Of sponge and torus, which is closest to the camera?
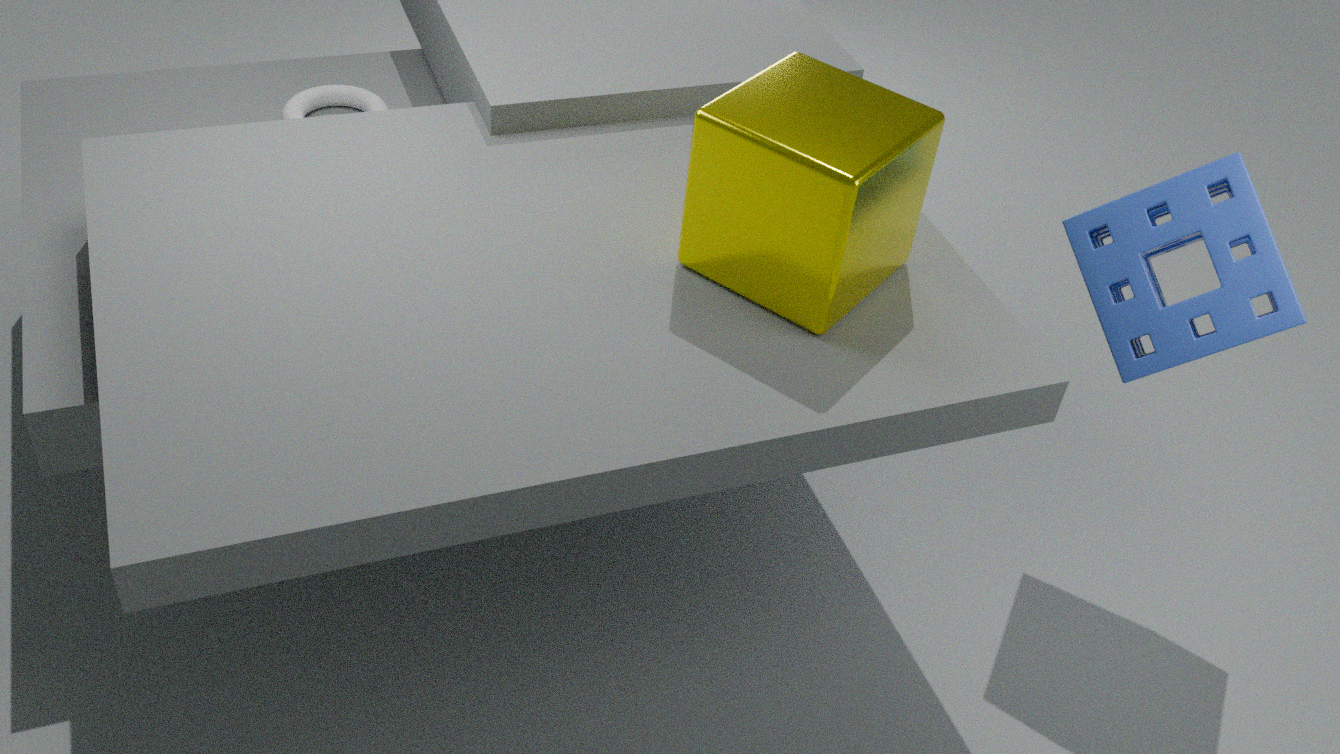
sponge
